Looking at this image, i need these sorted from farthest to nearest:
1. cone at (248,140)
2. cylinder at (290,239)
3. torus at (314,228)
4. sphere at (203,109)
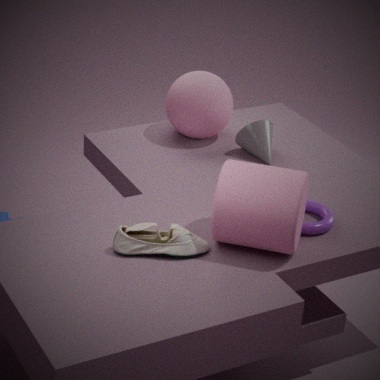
sphere at (203,109), cone at (248,140), torus at (314,228), cylinder at (290,239)
